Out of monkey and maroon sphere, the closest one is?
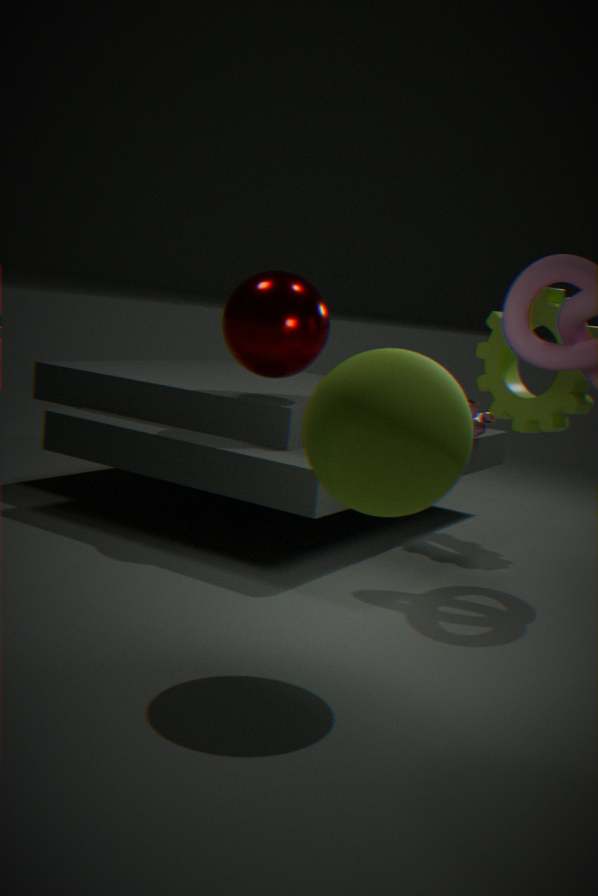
maroon sphere
